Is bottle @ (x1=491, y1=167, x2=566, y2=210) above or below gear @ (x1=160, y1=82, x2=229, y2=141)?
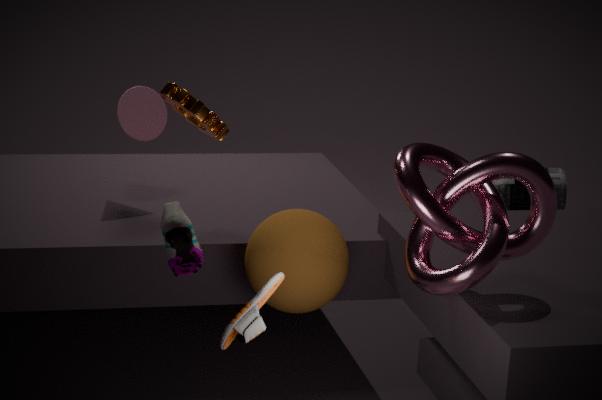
below
